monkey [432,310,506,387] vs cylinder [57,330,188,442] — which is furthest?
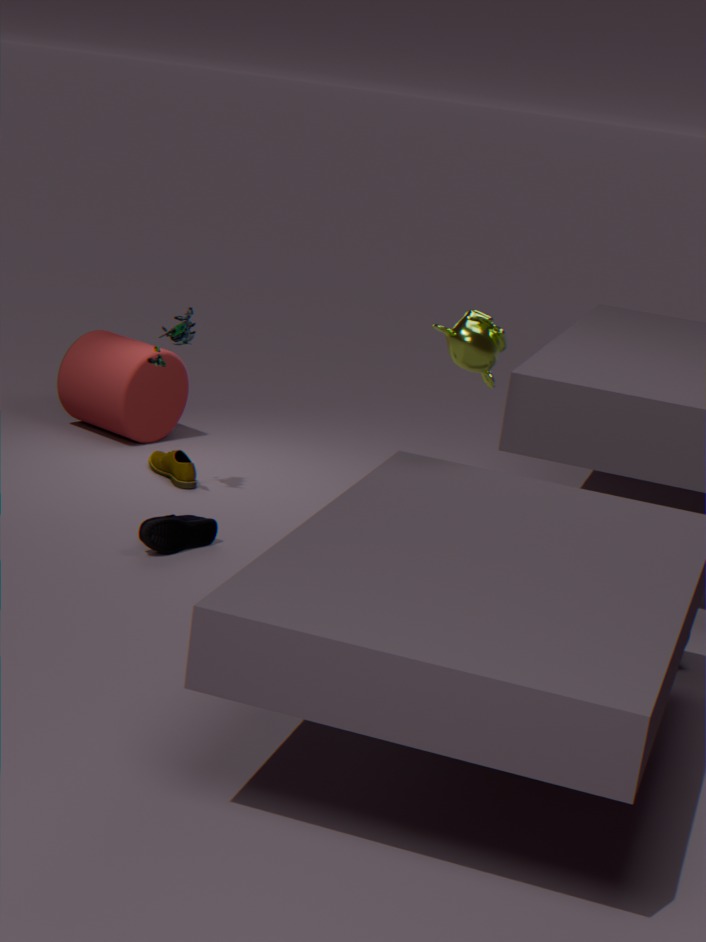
cylinder [57,330,188,442]
